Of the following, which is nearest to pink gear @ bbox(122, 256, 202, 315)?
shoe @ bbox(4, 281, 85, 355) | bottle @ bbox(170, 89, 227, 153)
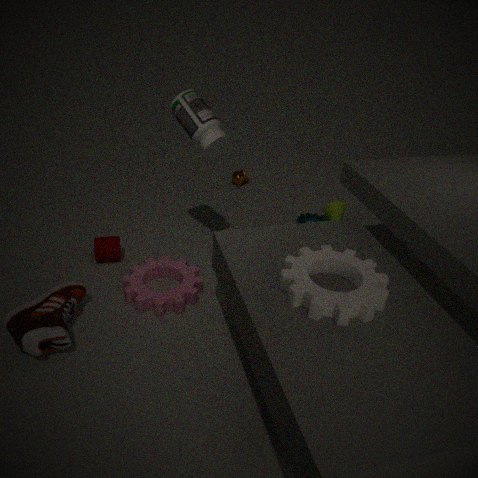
shoe @ bbox(4, 281, 85, 355)
